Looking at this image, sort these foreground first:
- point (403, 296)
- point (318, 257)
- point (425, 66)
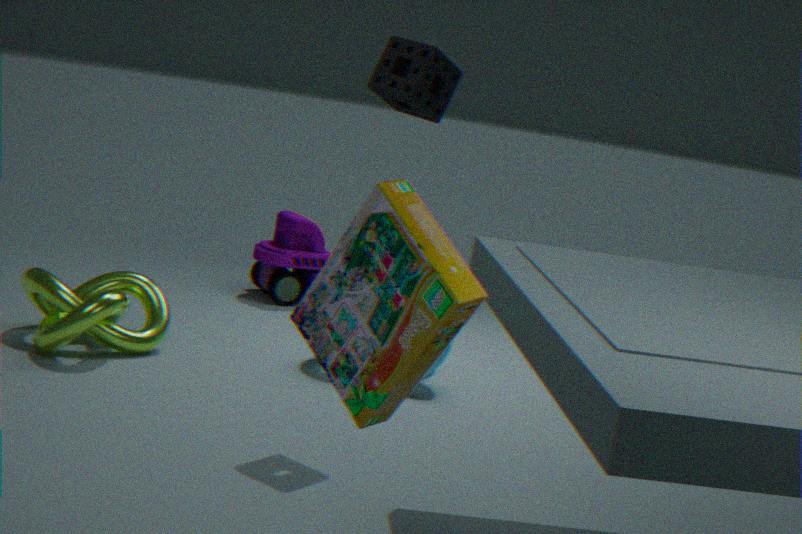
point (403, 296)
point (425, 66)
point (318, 257)
